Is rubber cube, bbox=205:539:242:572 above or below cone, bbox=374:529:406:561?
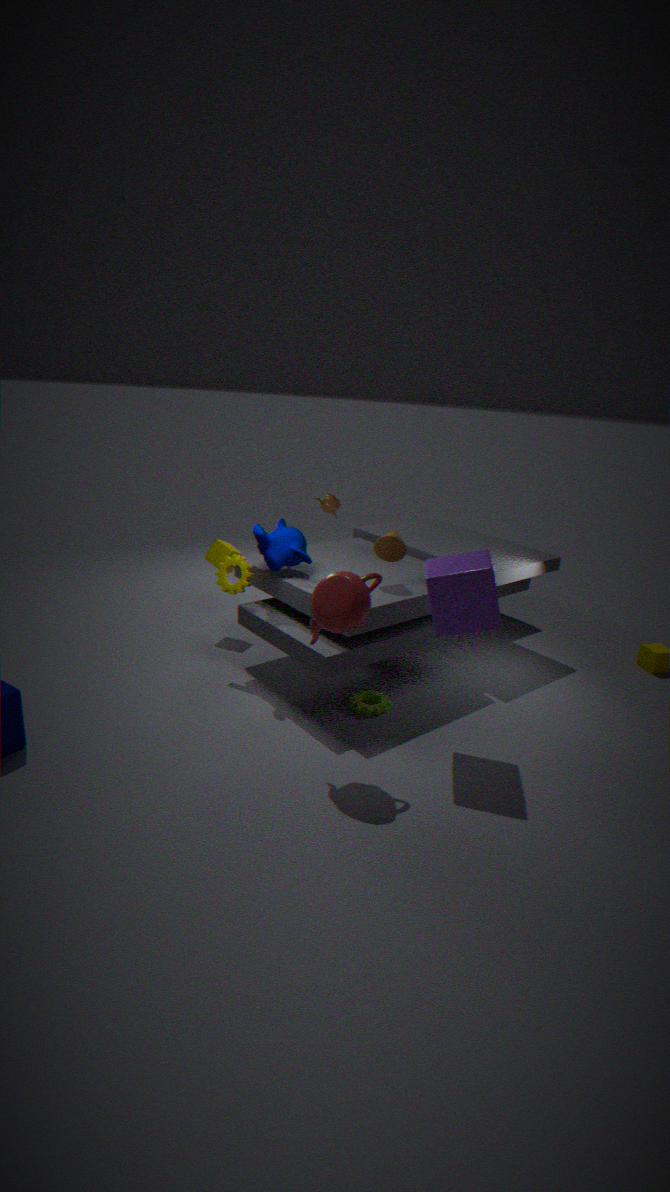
below
